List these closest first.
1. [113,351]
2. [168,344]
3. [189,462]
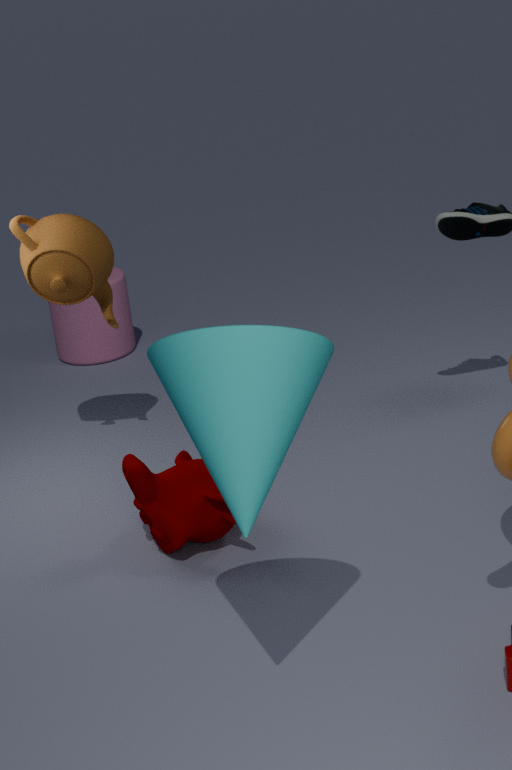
[168,344] → [189,462] → [113,351]
